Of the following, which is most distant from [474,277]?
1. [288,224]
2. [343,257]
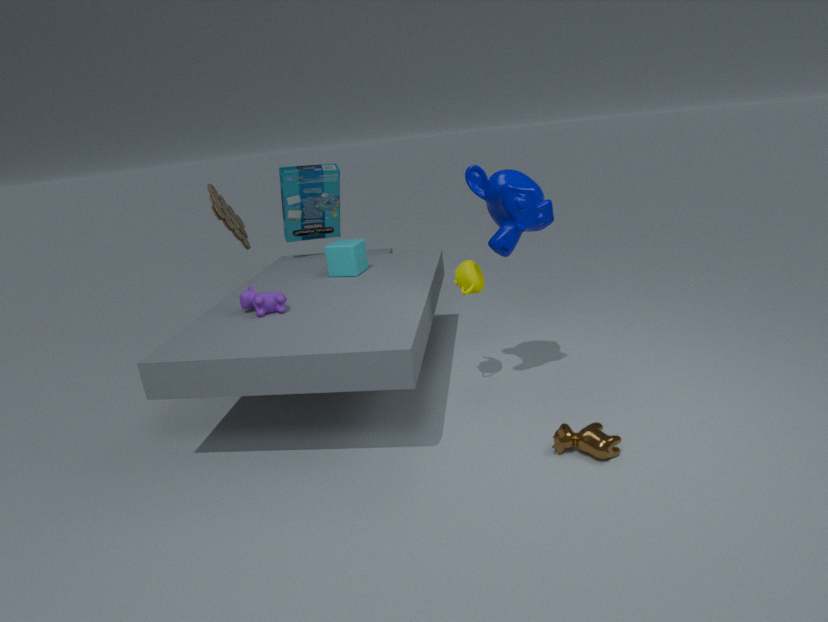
[288,224]
